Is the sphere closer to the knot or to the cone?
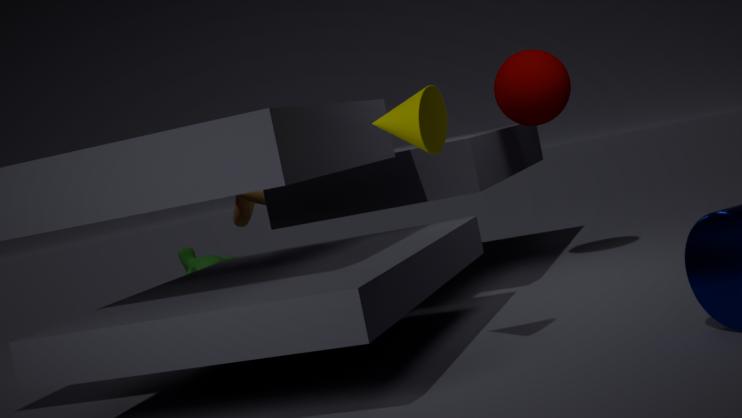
the knot
